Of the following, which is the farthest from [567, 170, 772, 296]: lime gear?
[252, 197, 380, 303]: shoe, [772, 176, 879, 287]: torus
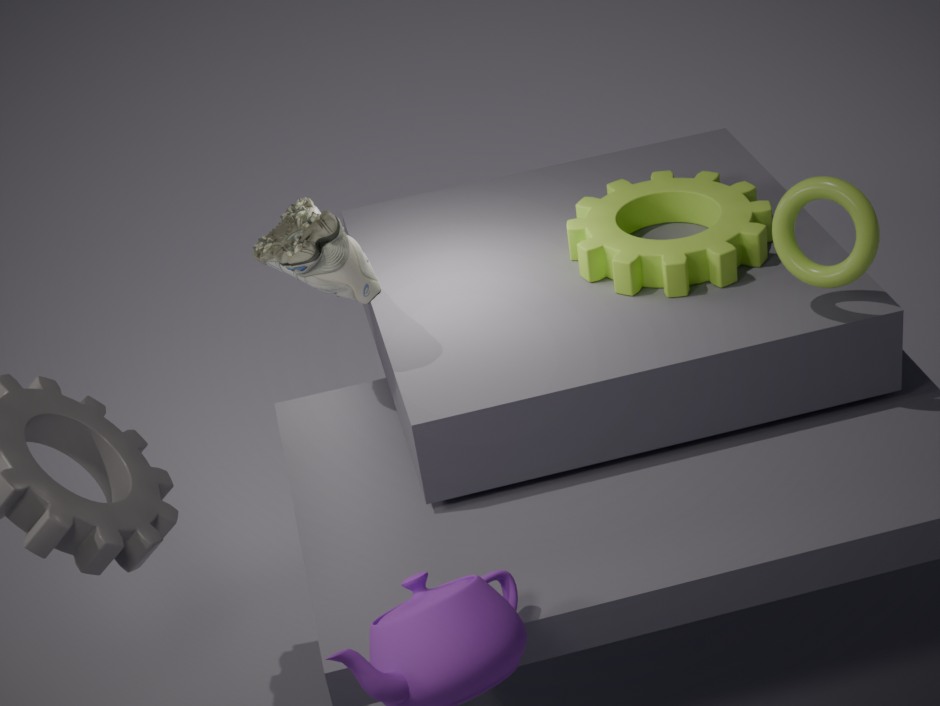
[252, 197, 380, 303]: shoe
